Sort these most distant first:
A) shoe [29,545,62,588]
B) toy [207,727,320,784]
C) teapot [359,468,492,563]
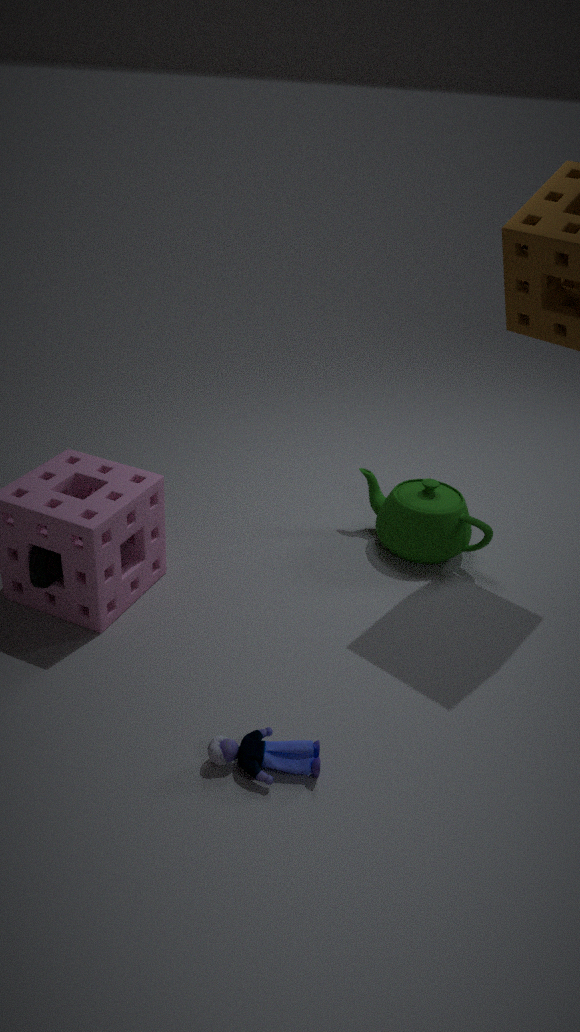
teapot [359,468,492,563]
shoe [29,545,62,588]
toy [207,727,320,784]
